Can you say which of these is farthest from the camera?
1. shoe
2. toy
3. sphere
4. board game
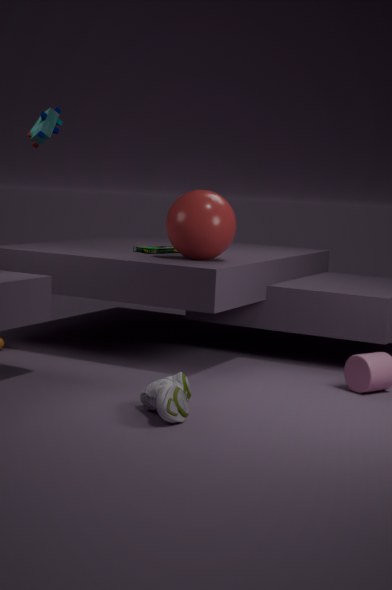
board game
